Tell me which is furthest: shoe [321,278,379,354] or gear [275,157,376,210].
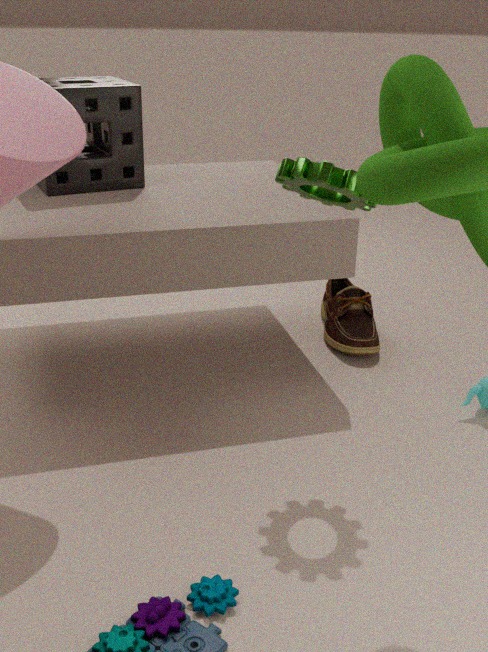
shoe [321,278,379,354]
